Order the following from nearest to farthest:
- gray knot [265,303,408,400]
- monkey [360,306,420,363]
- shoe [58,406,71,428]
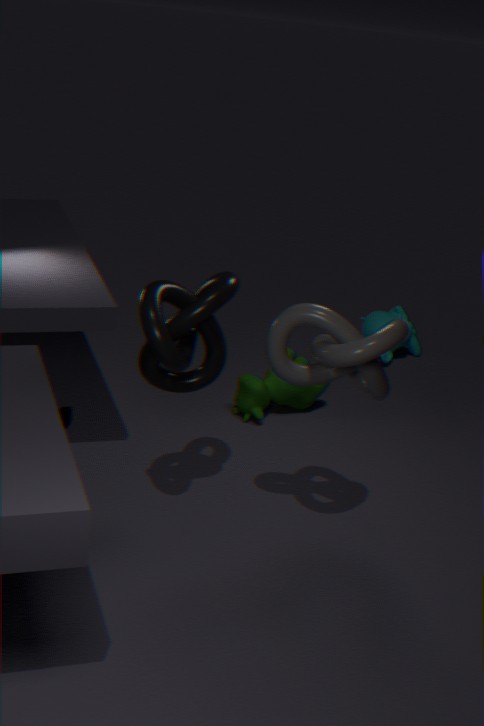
gray knot [265,303,408,400]
shoe [58,406,71,428]
monkey [360,306,420,363]
